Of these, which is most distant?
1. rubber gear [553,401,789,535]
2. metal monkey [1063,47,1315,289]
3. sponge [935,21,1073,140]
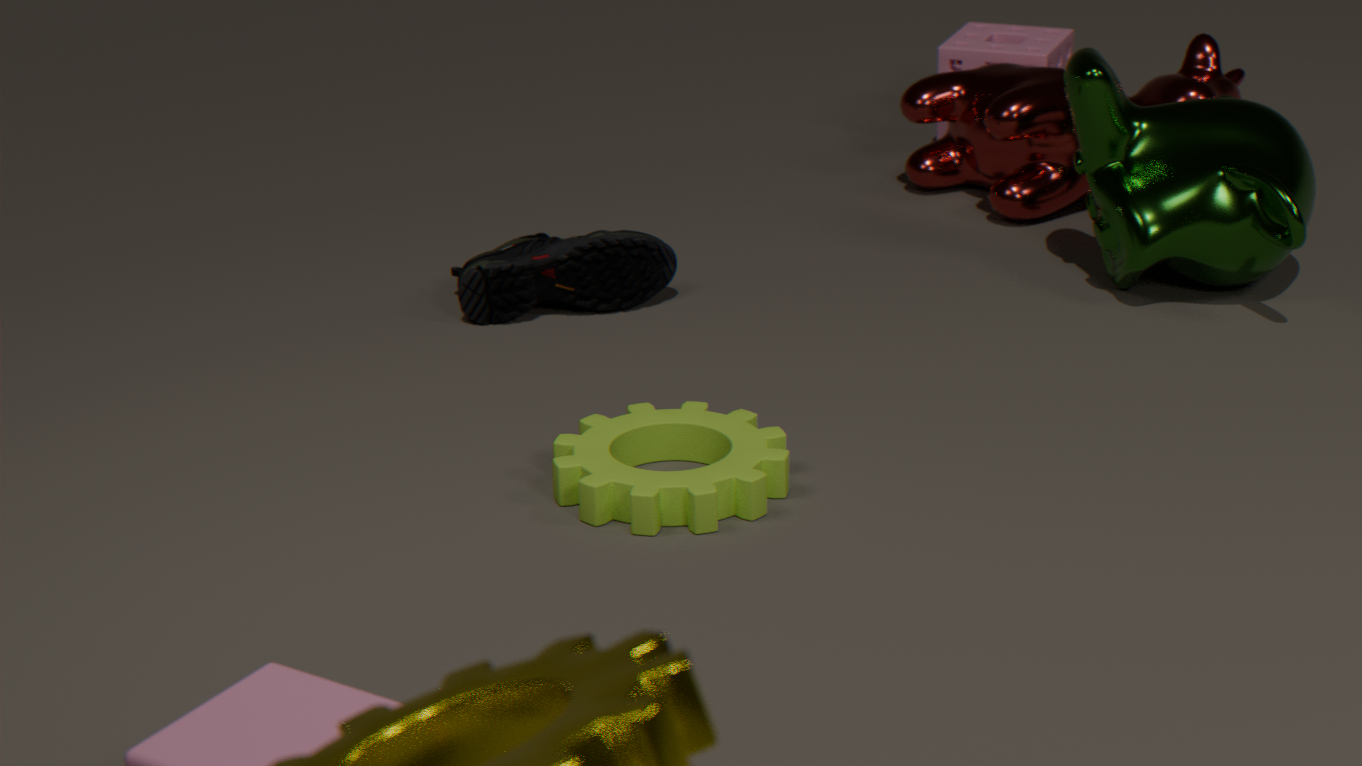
sponge [935,21,1073,140]
